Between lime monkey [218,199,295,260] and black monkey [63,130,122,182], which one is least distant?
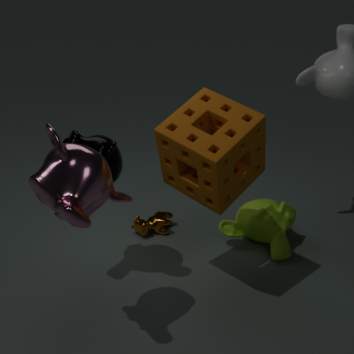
black monkey [63,130,122,182]
